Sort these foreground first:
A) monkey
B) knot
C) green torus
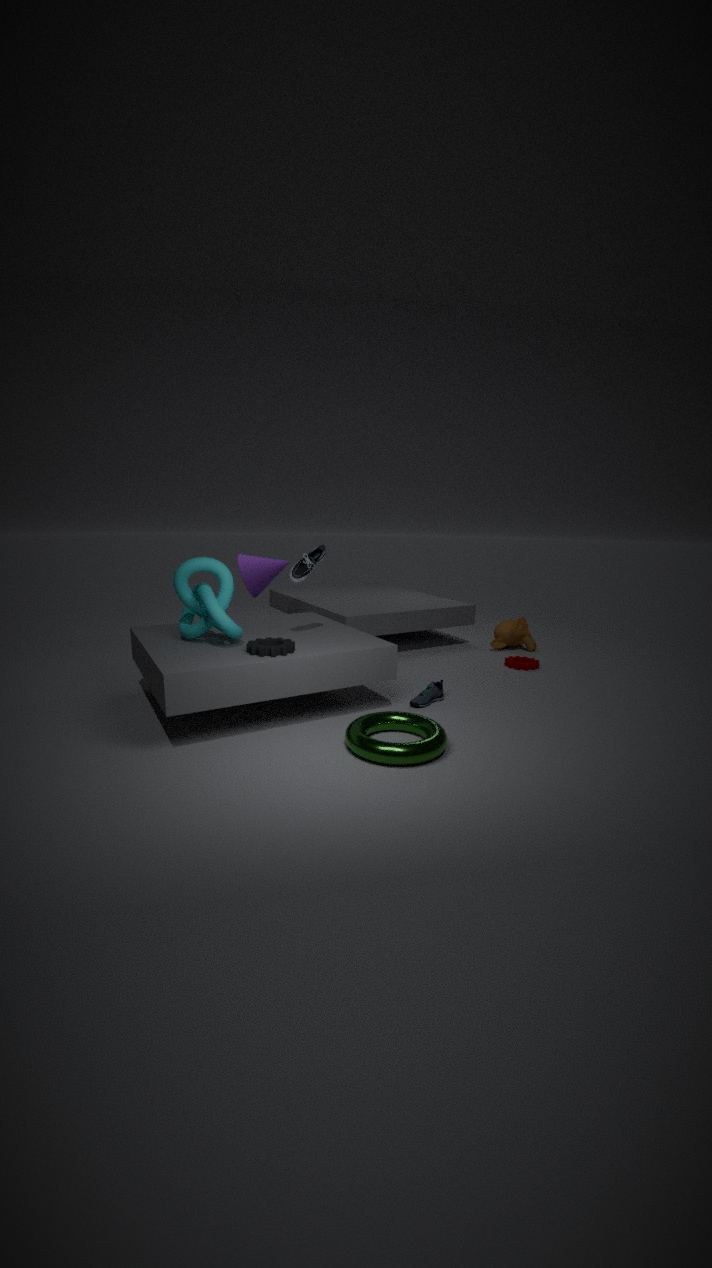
green torus < knot < monkey
